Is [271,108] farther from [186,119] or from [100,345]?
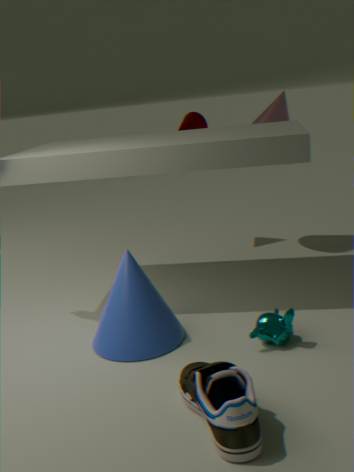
[100,345]
